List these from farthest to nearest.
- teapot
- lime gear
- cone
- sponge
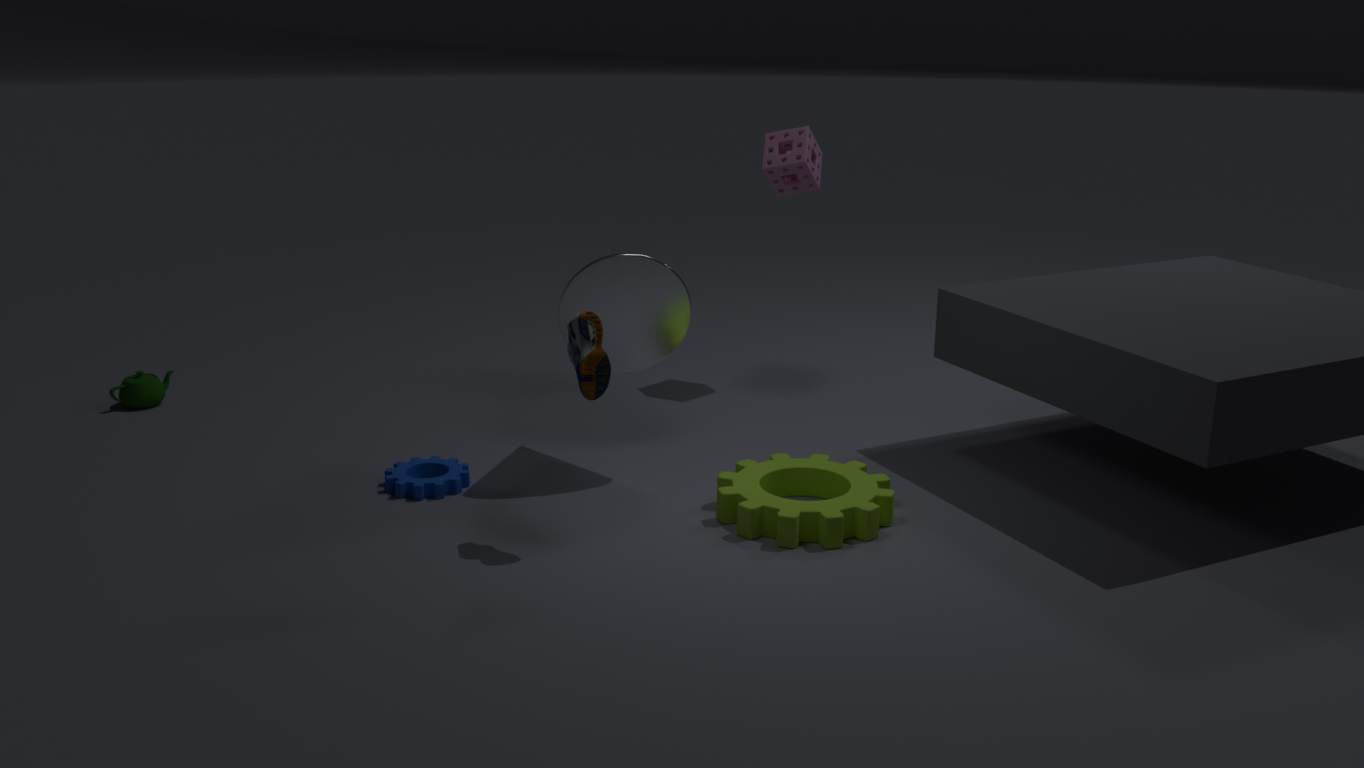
1. sponge
2. teapot
3. cone
4. lime gear
